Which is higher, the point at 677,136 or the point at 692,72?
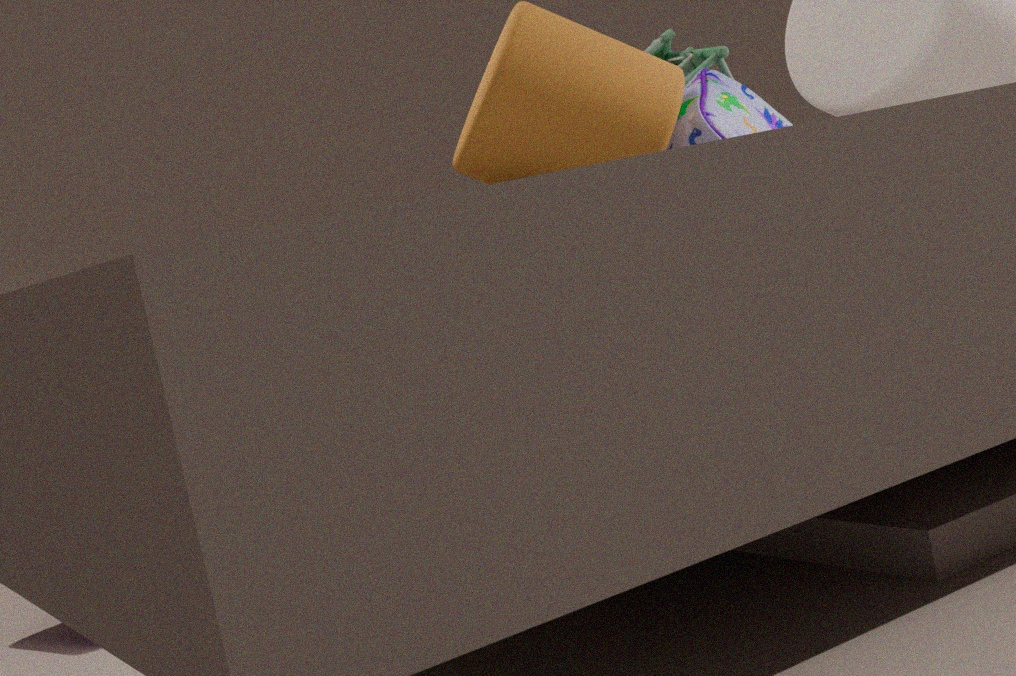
the point at 692,72
